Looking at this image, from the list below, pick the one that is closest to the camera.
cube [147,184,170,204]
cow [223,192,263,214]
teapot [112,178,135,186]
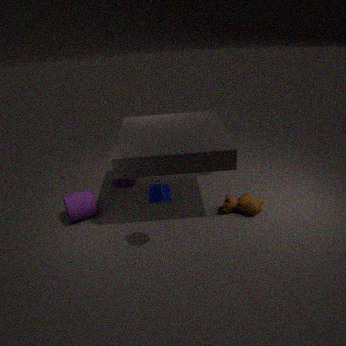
cube [147,184,170,204]
